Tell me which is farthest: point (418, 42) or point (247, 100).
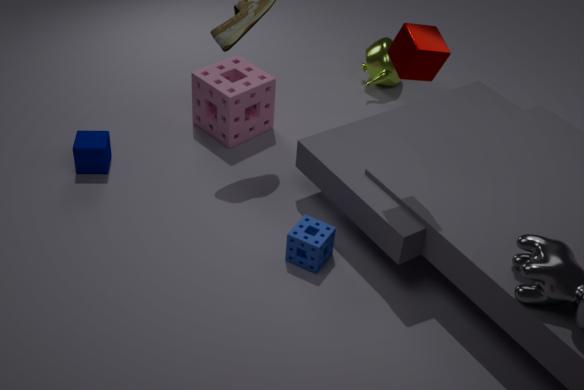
point (247, 100)
